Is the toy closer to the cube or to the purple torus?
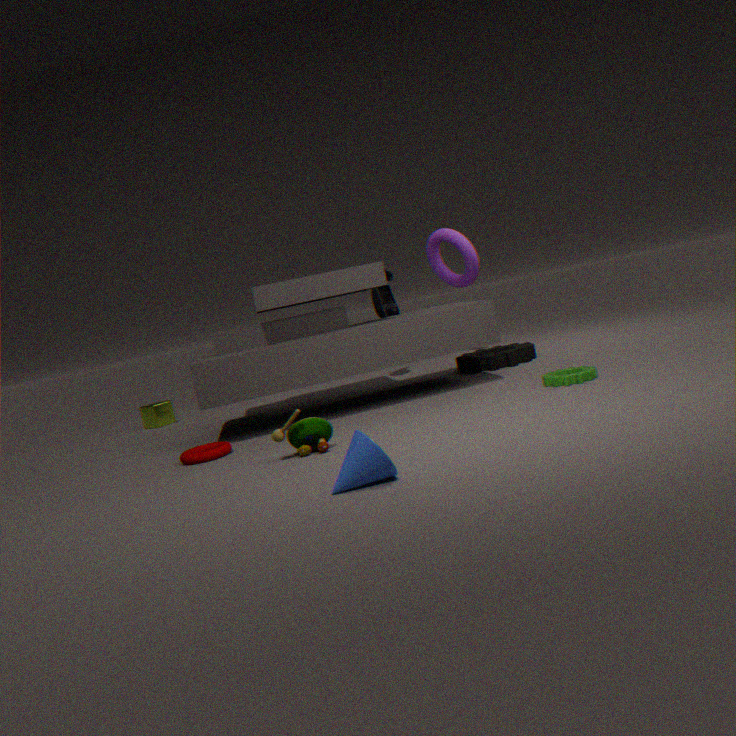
the cube
